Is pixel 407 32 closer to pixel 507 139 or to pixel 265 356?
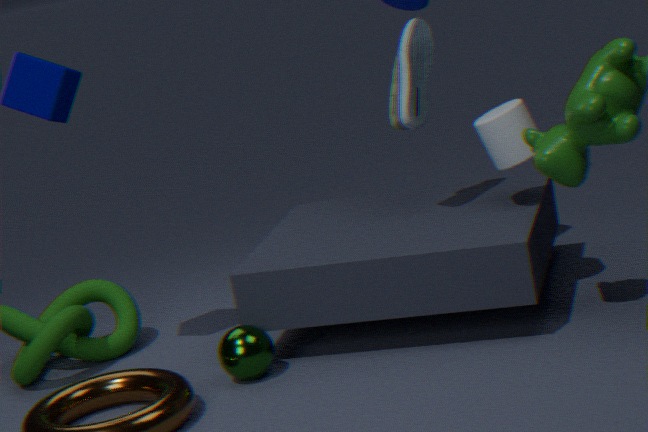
pixel 507 139
